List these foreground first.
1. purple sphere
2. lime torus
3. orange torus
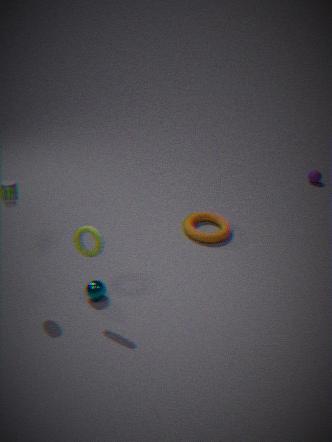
lime torus < orange torus < purple sphere
